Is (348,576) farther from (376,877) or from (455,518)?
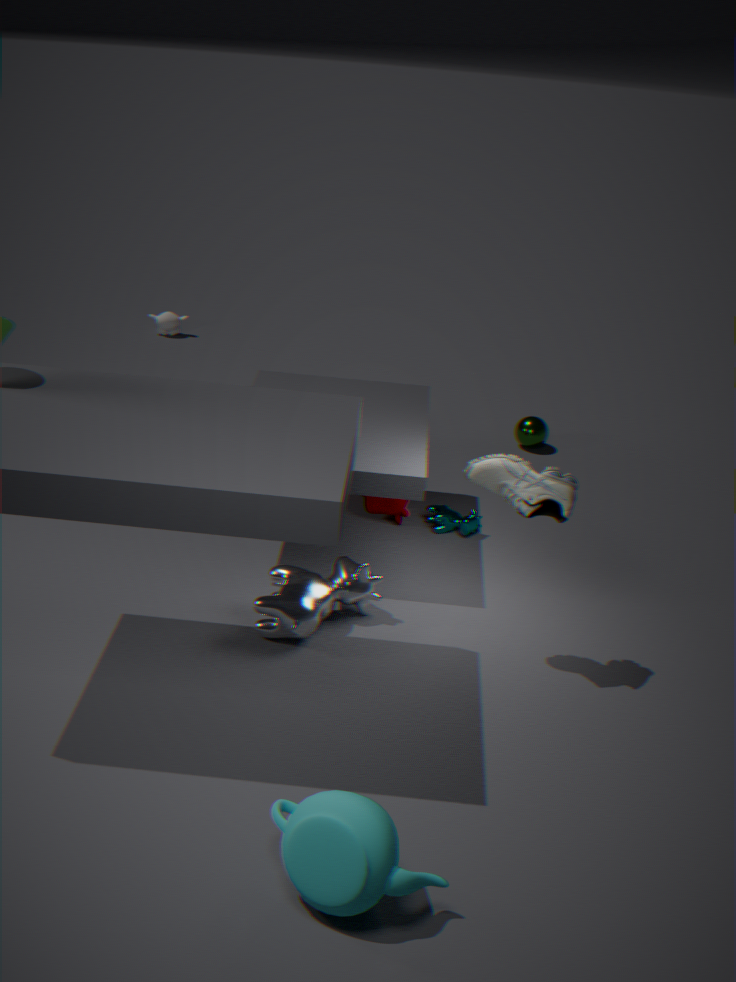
(376,877)
